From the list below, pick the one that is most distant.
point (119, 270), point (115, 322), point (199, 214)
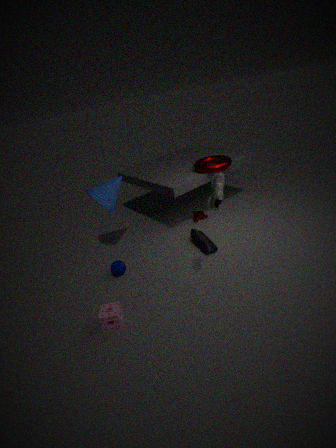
point (199, 214)
